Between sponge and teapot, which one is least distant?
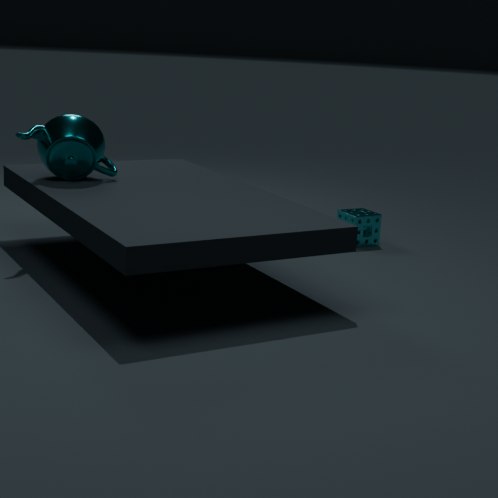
teapot
